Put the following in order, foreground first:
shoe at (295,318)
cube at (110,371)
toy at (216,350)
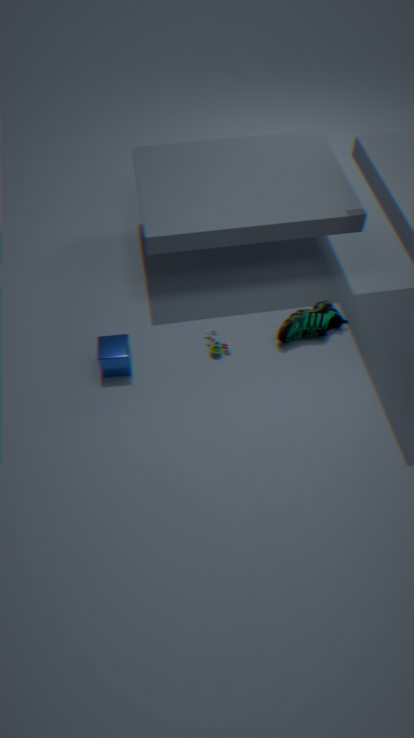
cube at (110,371)
shoe at (295,318)
toy at (216,350)
